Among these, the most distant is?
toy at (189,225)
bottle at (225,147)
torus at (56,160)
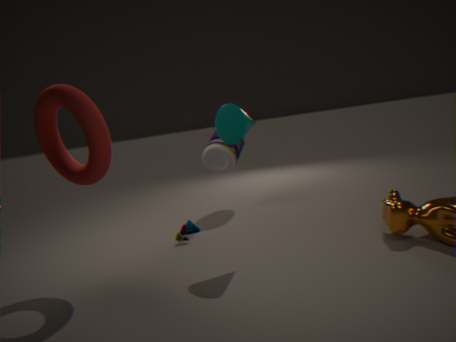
bottle at (225,147)
